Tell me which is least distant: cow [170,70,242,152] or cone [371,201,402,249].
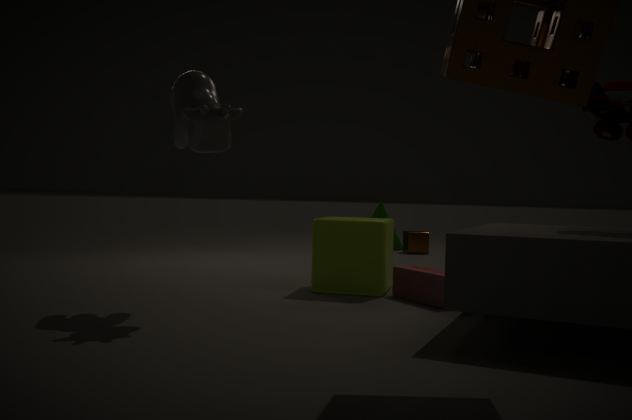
cow [170,70,242,152]
